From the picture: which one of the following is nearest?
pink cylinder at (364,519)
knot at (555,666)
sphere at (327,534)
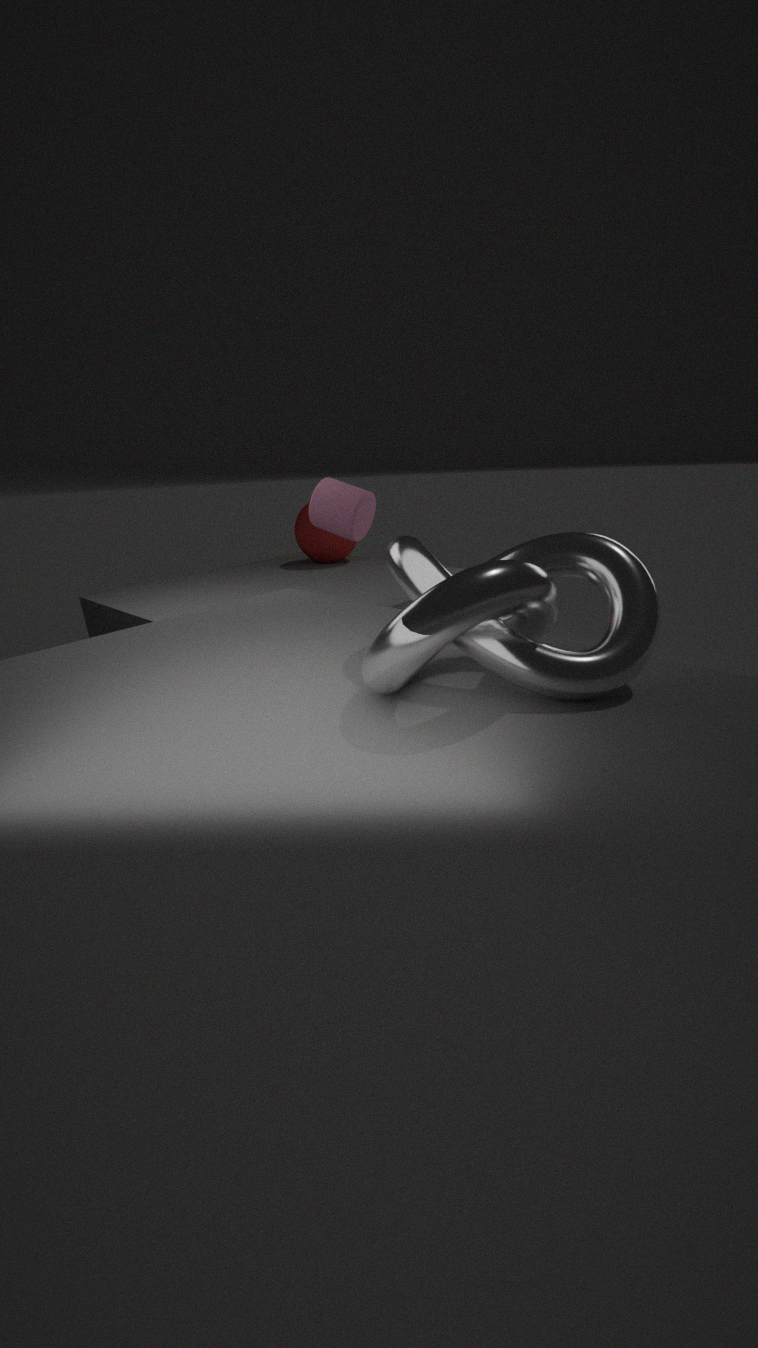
knot at (555,666)
